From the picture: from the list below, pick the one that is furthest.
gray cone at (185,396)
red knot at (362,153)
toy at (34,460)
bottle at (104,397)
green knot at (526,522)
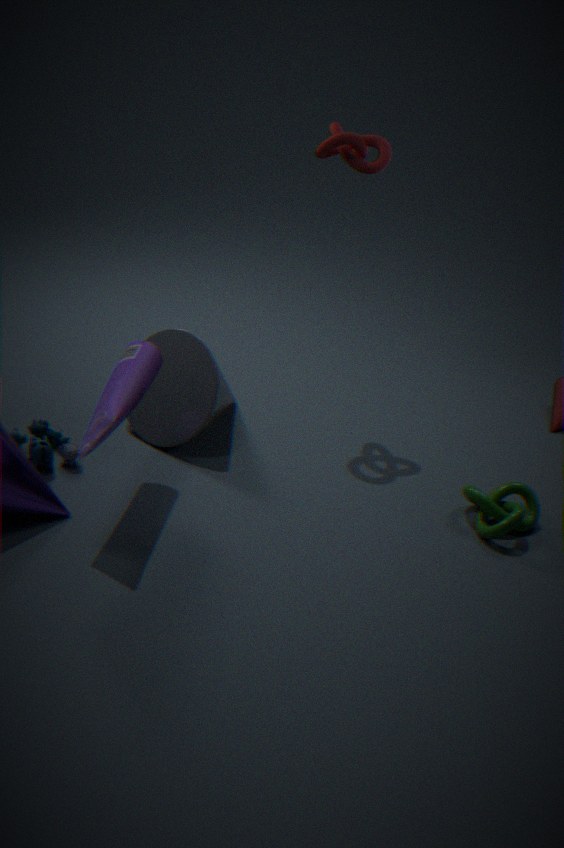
gray cone at (185,396)
